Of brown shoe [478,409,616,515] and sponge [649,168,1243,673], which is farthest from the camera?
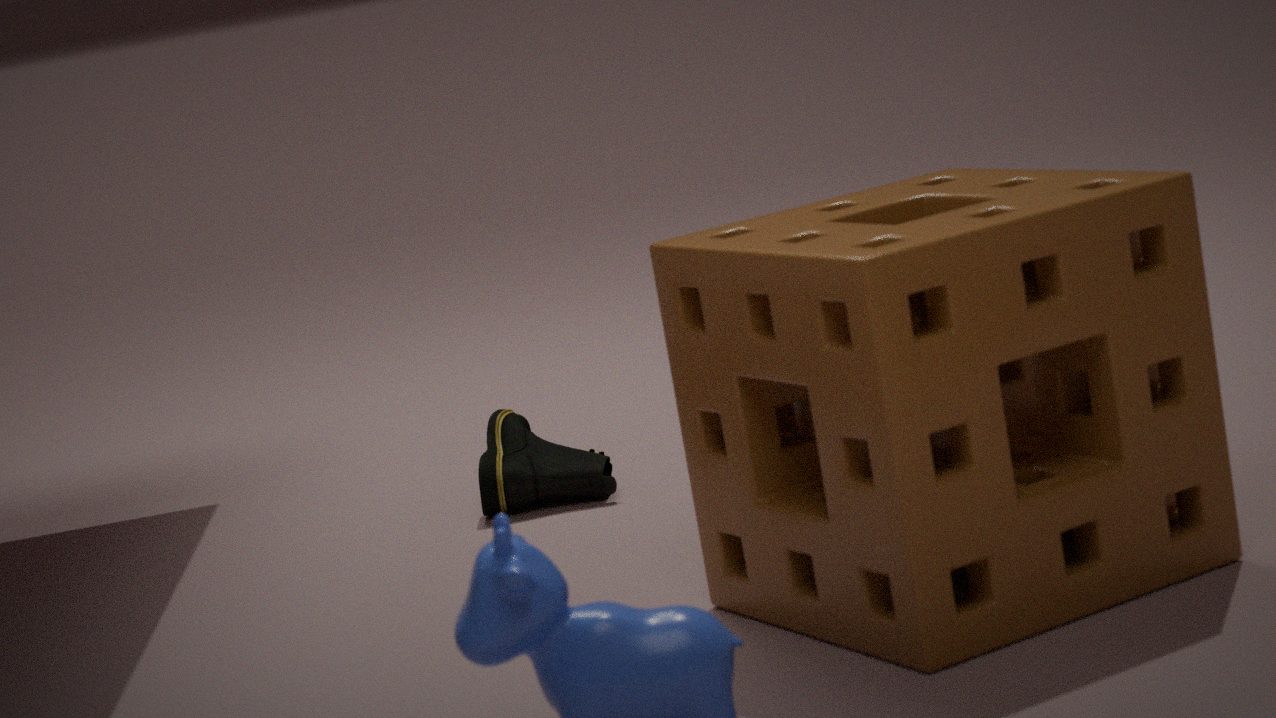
brown shoe [478,409,616,515]
